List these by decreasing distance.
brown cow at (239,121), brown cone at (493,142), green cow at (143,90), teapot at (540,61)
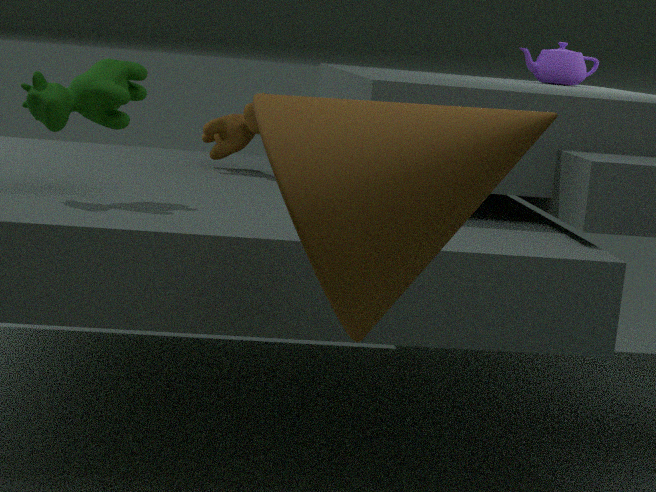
teapot at (540,61)
brown cow at (239,121)
green cow at (143,90)
brown cone at (493,142)
